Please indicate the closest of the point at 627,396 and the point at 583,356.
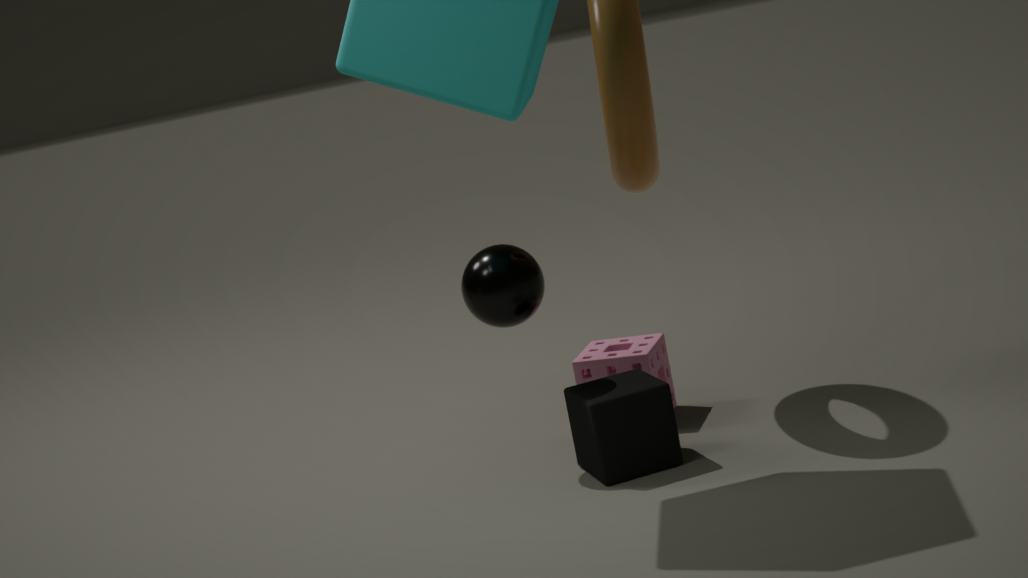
the point at 627,396
